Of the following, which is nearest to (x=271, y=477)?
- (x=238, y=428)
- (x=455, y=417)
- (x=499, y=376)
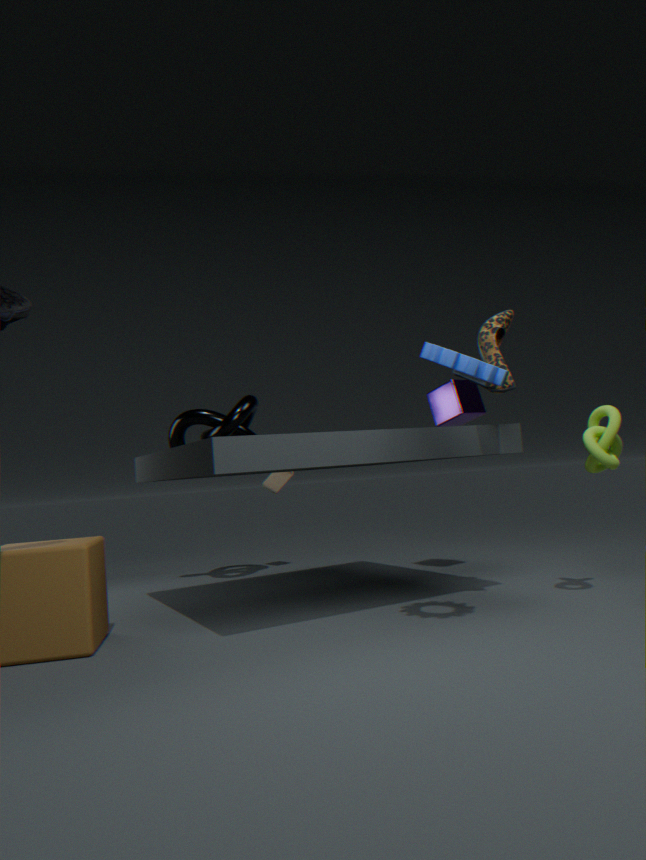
(x=238, y=428)
